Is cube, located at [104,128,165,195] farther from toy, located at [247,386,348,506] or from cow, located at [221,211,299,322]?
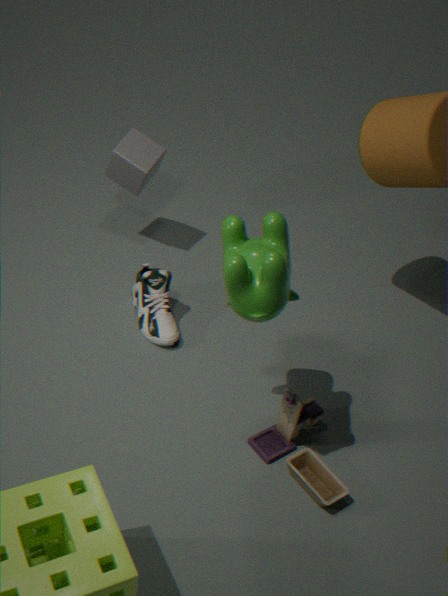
toy, located at [247,386,348,506]
